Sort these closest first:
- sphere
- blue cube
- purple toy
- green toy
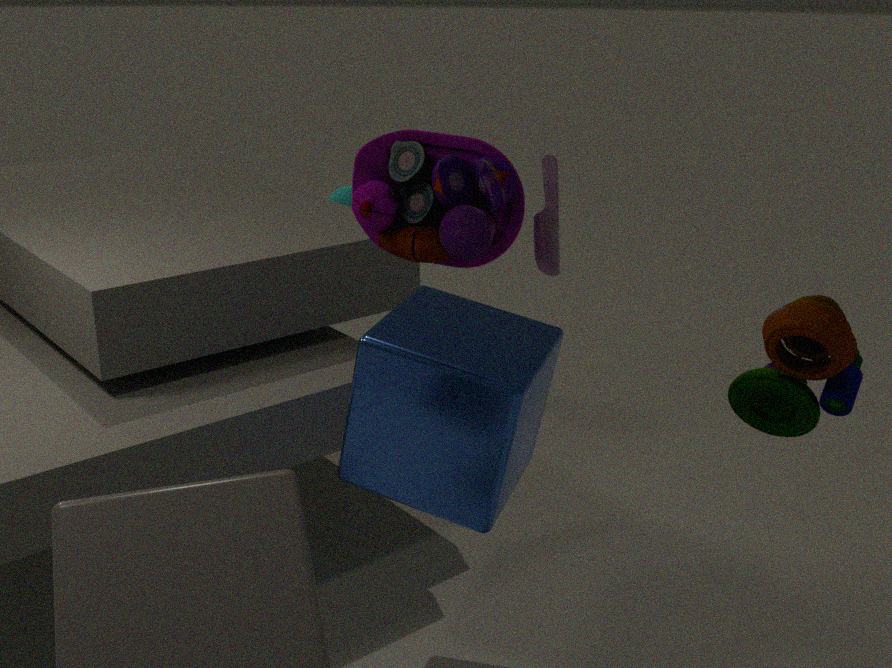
purple toy < blue cube < green toy < sphere
